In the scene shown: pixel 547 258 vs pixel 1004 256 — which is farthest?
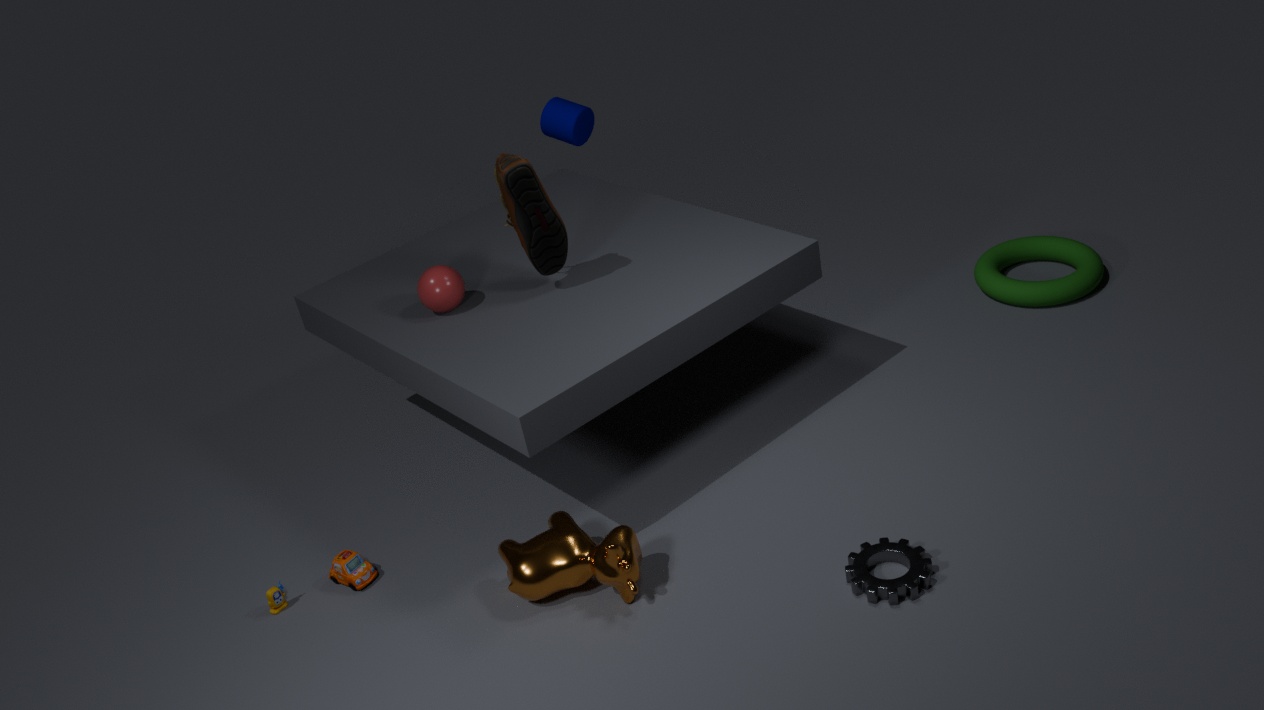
pixel 1004 256
